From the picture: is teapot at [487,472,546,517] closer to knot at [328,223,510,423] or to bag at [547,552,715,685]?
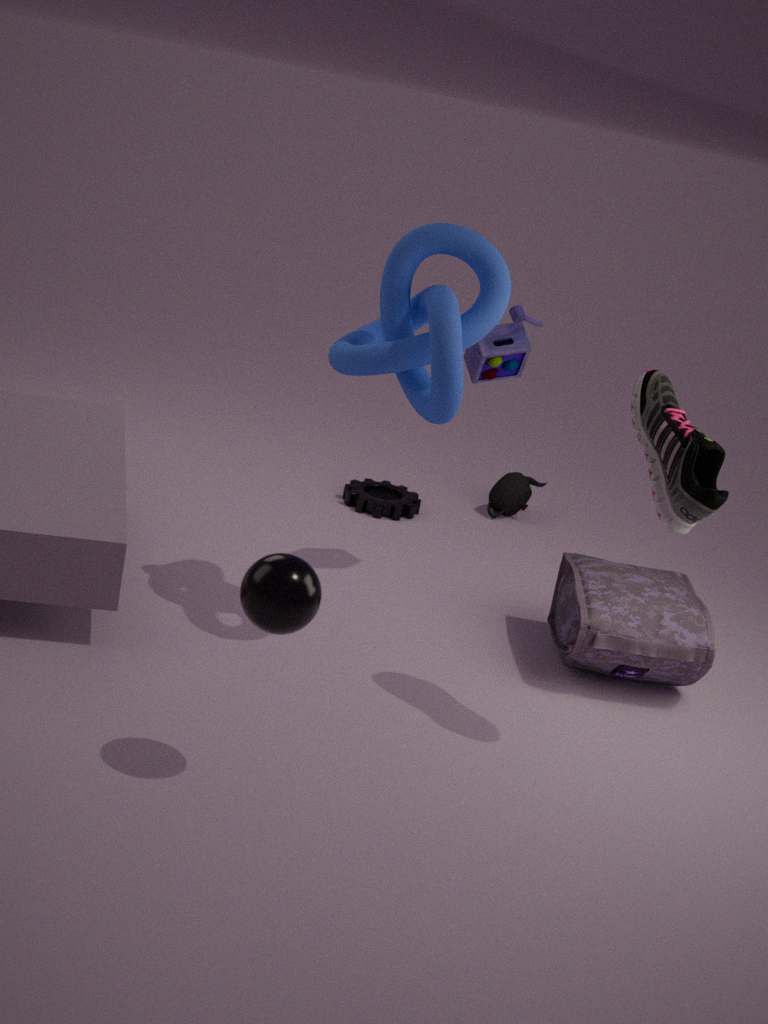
bag at [547,552,715,685]
